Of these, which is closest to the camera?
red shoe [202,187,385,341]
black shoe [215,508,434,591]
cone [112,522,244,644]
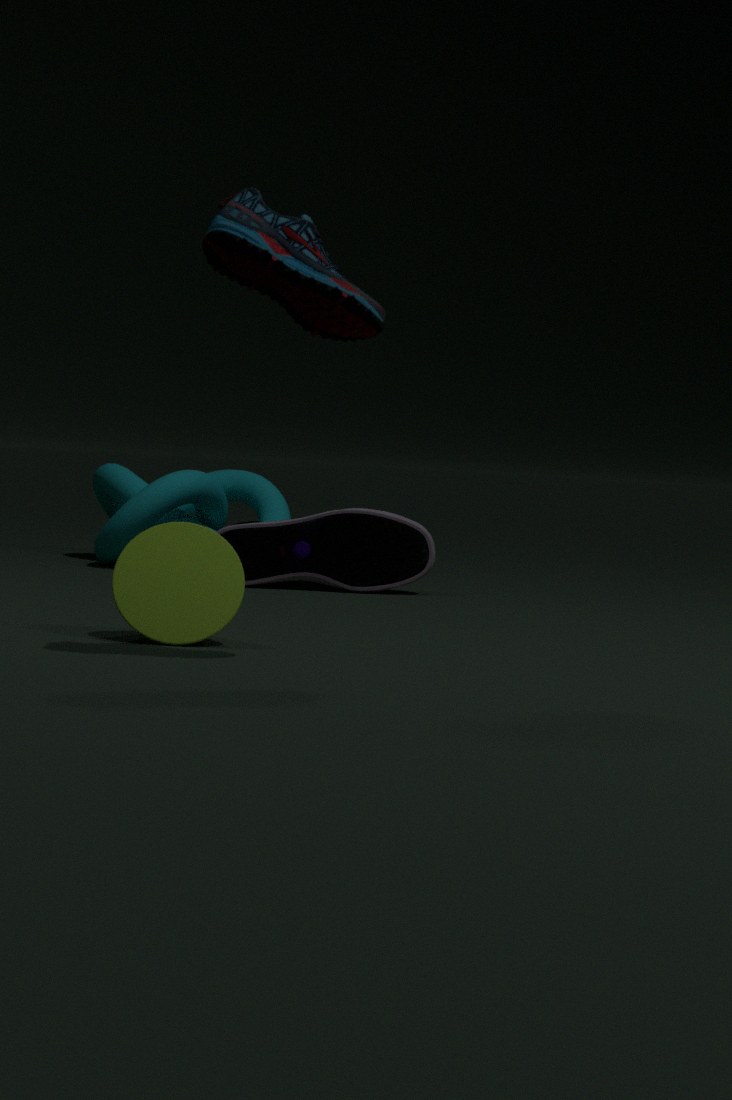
red shoe [202,187,385,341]
